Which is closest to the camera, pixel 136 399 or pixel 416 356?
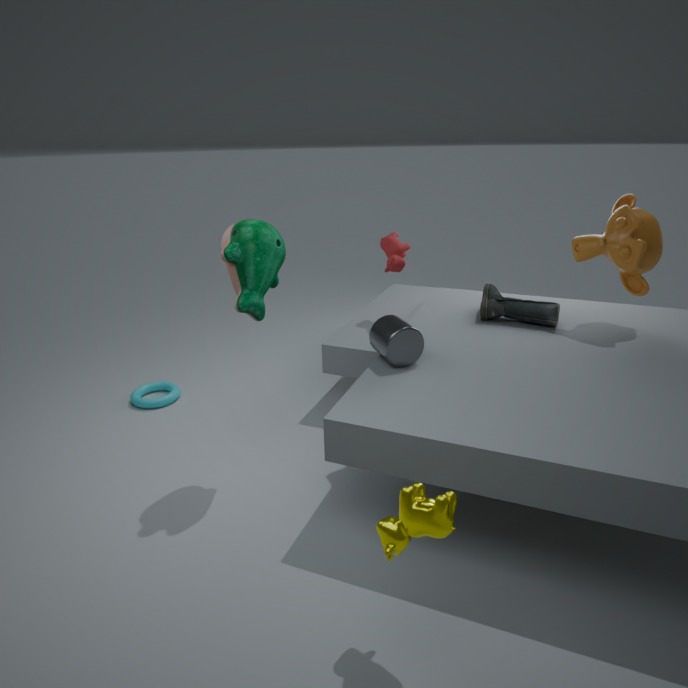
pixel 416 356
